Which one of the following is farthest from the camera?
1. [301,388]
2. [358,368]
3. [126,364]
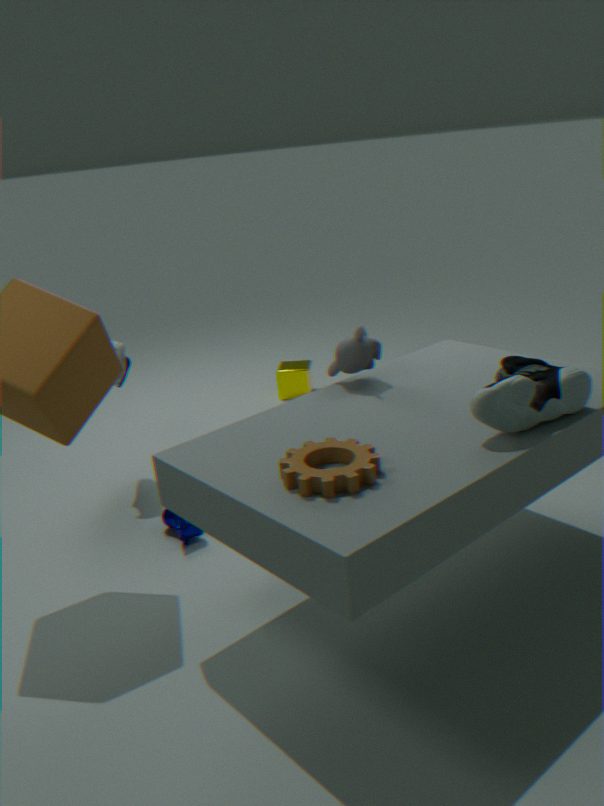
[301,388]
